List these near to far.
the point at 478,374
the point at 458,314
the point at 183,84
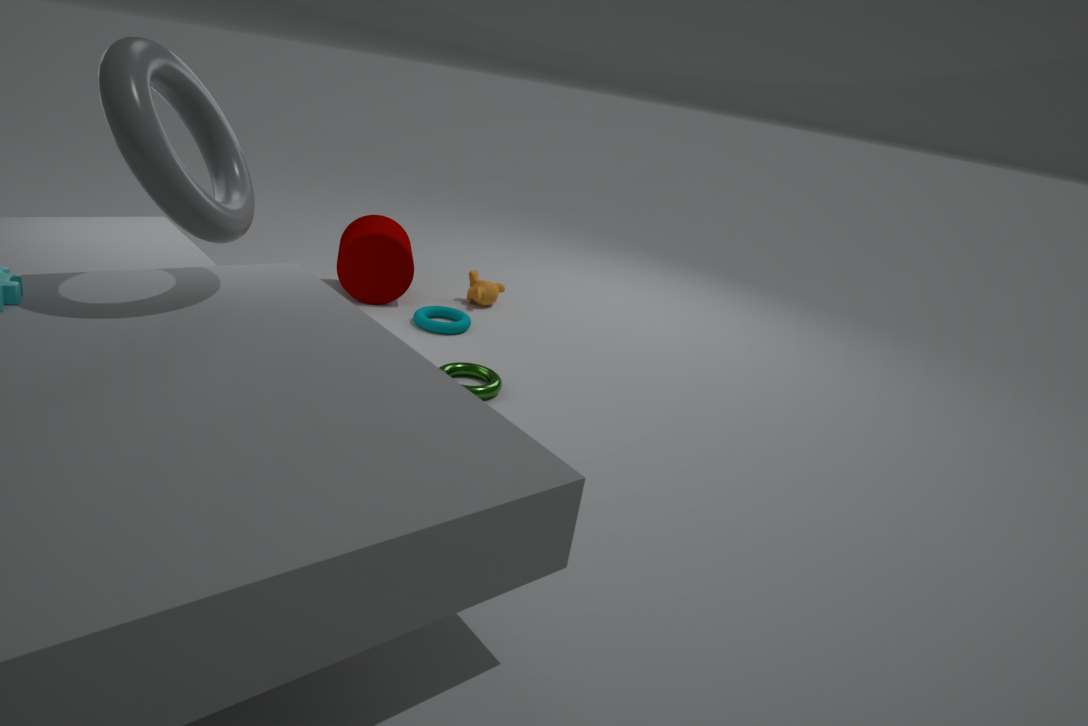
the point at 183,84 < the point at 478,374 < the point at 458,314
